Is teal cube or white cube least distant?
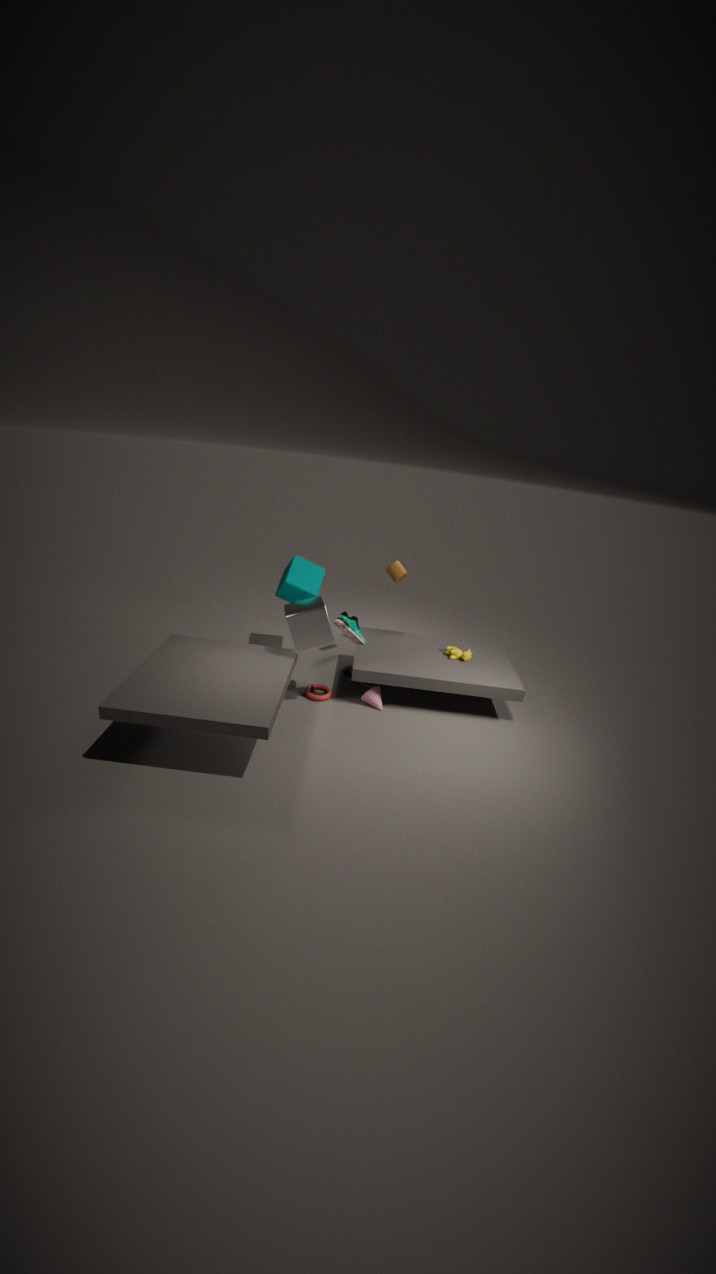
white cube
